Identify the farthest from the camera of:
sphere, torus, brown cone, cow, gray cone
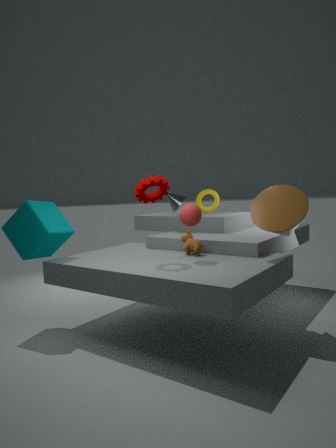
torus
